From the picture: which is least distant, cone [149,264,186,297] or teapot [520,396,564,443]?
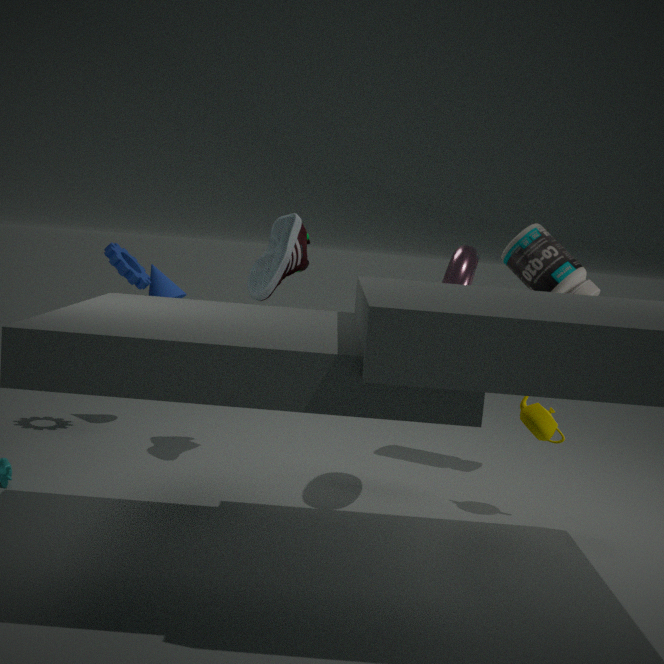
teapot [520,396,564,443]
